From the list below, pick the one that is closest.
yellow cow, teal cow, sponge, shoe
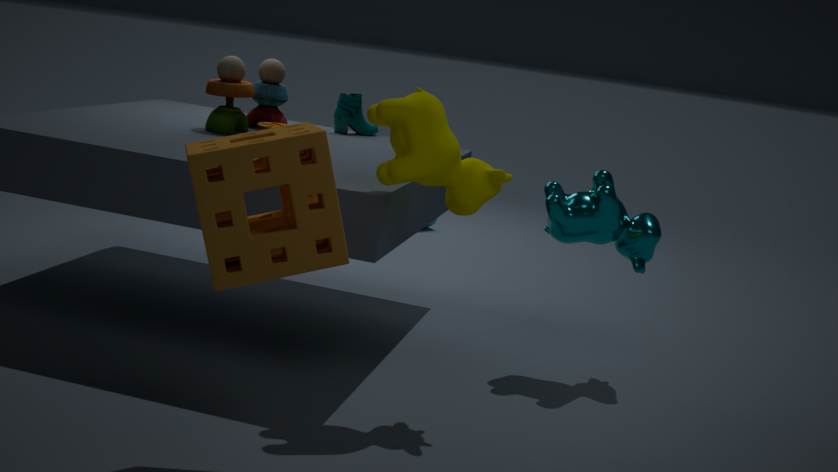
sponge
